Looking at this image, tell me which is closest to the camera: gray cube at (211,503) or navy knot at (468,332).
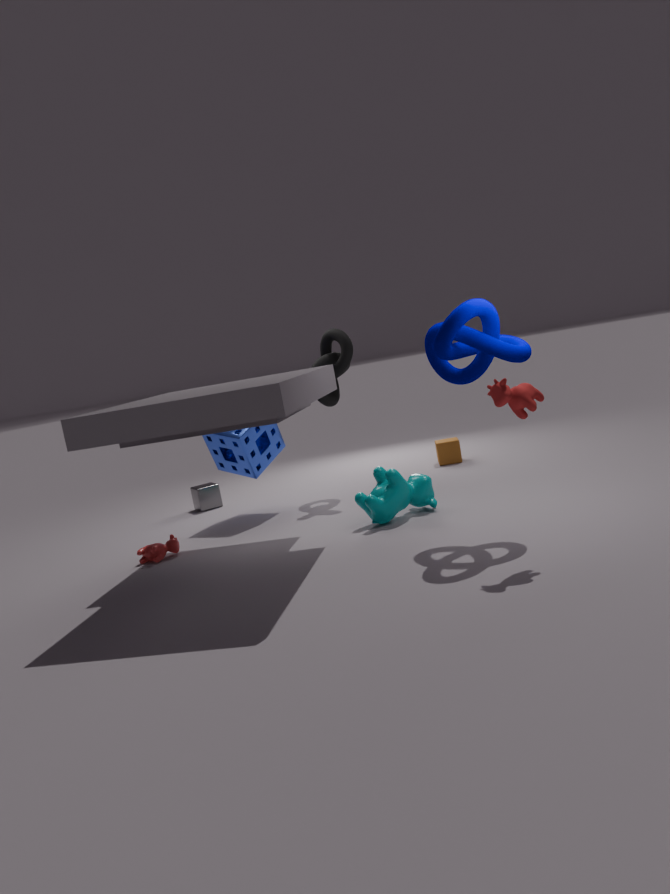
navy knot at (468,332)
